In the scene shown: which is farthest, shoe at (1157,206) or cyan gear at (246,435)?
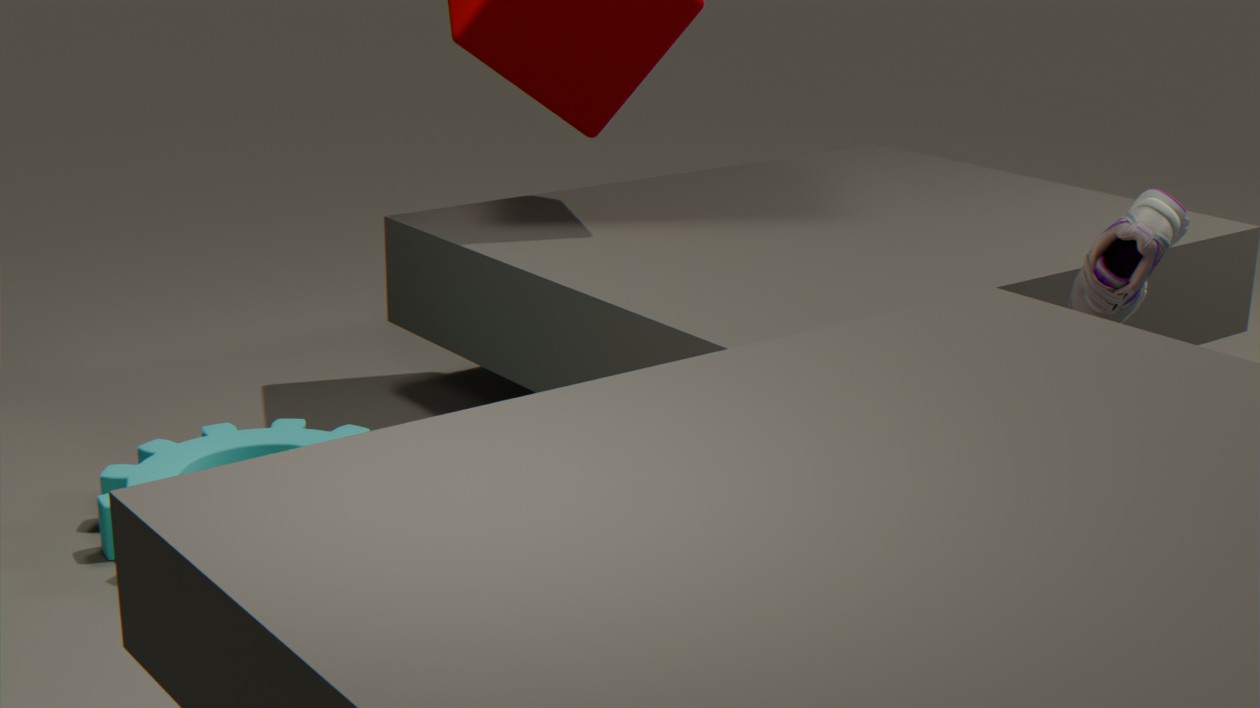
cyan gear at (246,435)
